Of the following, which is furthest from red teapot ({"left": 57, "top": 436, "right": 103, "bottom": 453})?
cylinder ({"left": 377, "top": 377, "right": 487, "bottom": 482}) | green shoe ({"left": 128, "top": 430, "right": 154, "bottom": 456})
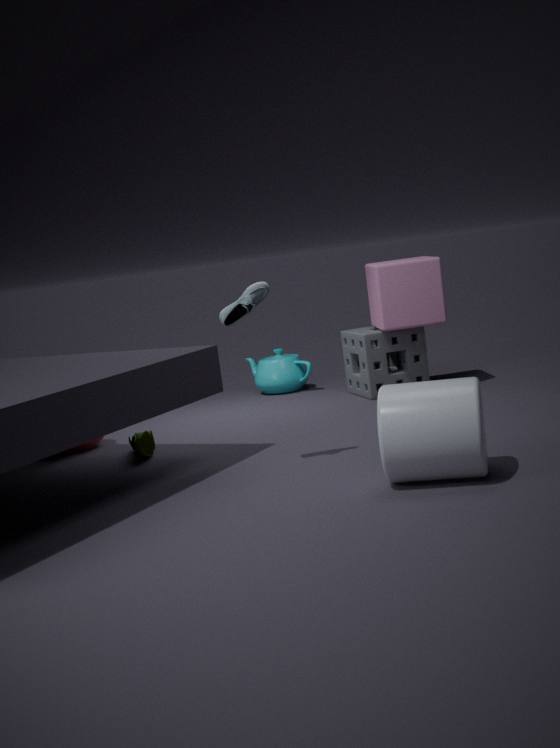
cylinder ({"left": 377, "top": 377, "right": 487, "bottom": 482})
